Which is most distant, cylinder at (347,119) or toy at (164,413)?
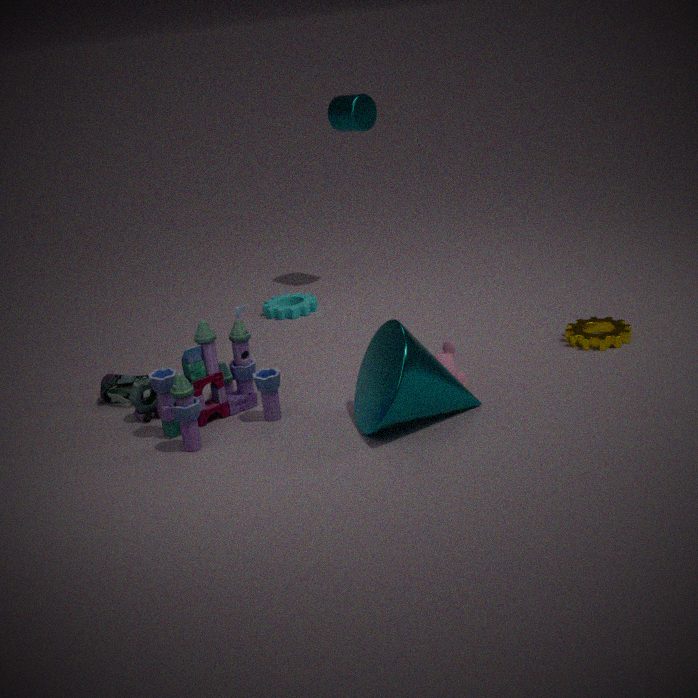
cylinder at (347,119)
